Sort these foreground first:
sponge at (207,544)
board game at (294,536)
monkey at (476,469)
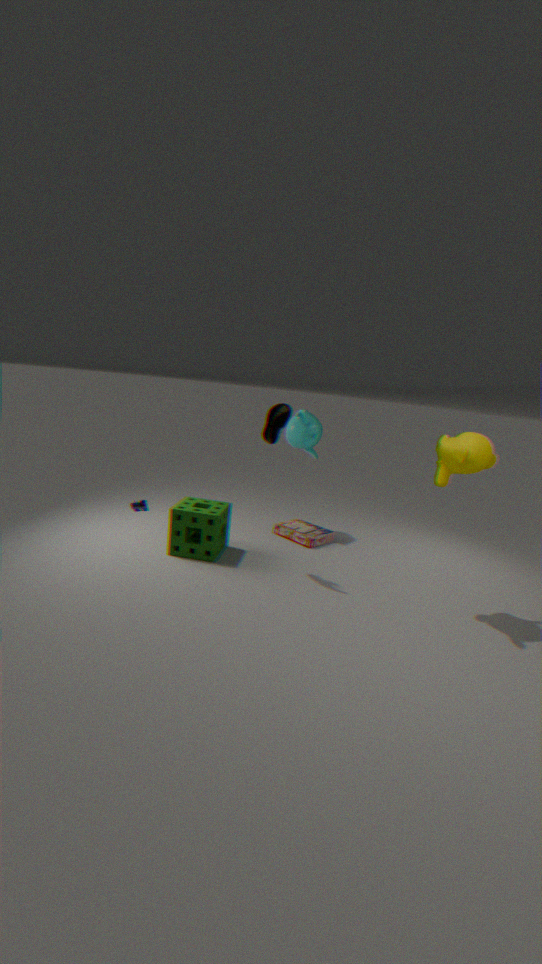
monkey at (476,469)
sponge at (207,544)
board game at (294,536)
